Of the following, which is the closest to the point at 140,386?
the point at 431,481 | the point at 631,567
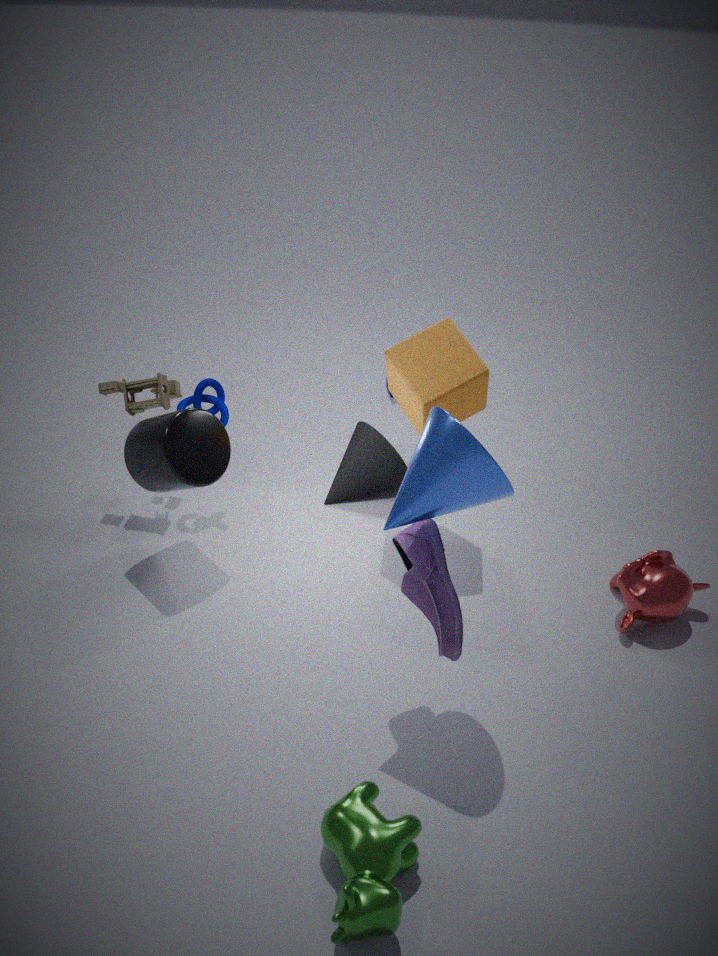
the point at 431,481
